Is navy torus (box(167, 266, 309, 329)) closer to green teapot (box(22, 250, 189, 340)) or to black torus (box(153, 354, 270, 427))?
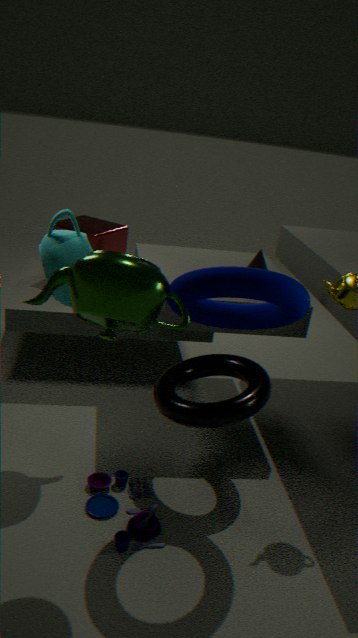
green teapot (box(22, 250, 189, 340))
